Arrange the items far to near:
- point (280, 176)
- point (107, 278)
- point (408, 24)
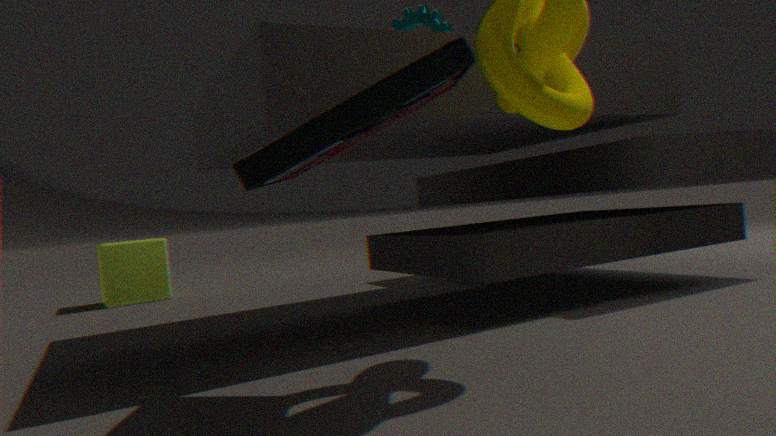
point (107, 278), point (408, 24), point (280, 176)
